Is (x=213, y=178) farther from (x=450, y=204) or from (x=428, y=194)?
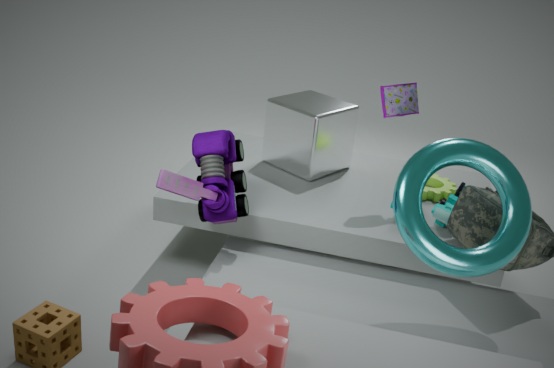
(x=428, y=194)
